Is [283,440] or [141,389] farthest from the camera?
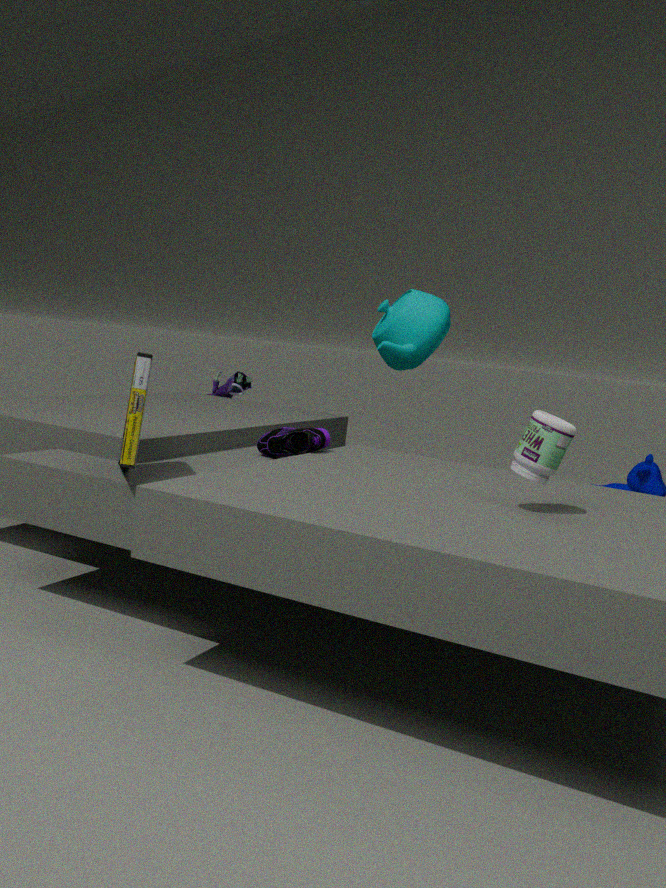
[283,440]
